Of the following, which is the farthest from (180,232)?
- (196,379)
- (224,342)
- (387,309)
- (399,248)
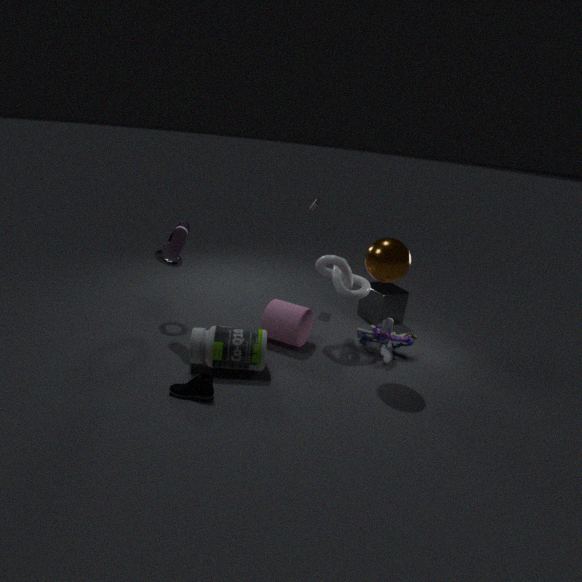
(387,309)
